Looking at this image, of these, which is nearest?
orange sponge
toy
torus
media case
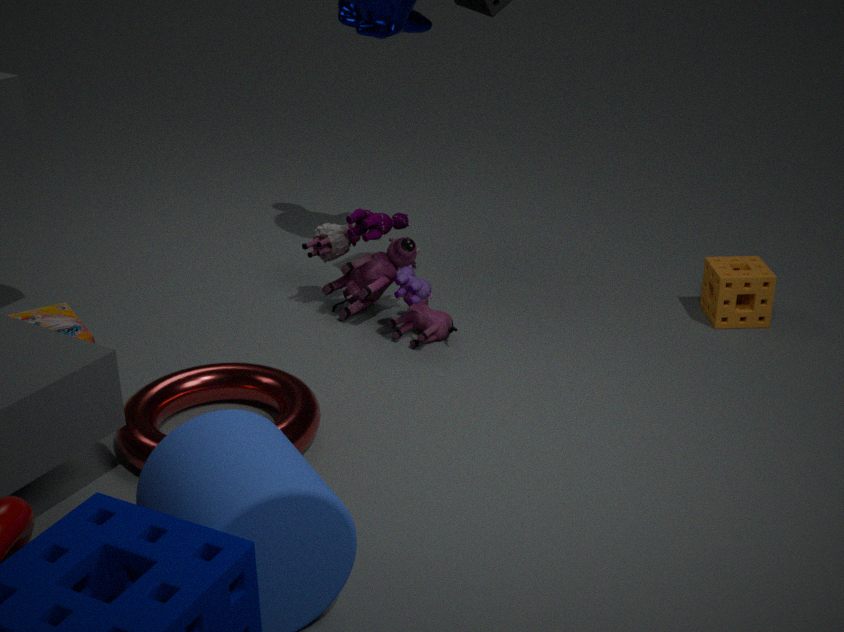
torus
